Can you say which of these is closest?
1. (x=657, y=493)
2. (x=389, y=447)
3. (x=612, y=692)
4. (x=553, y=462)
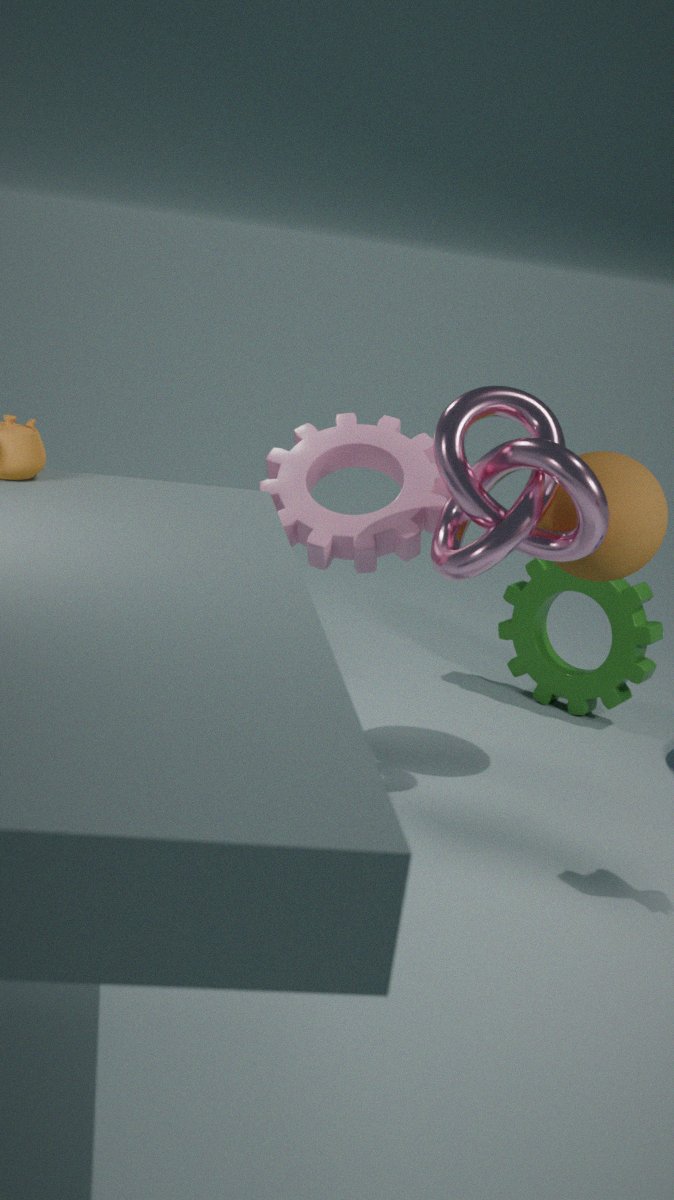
(x=553, y=462)
